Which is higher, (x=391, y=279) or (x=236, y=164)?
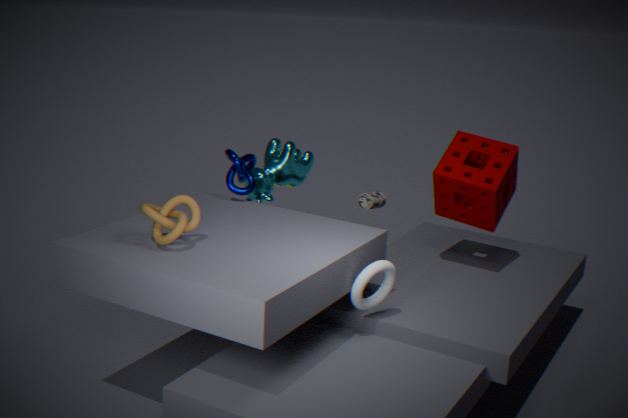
(x=236, y=164)
